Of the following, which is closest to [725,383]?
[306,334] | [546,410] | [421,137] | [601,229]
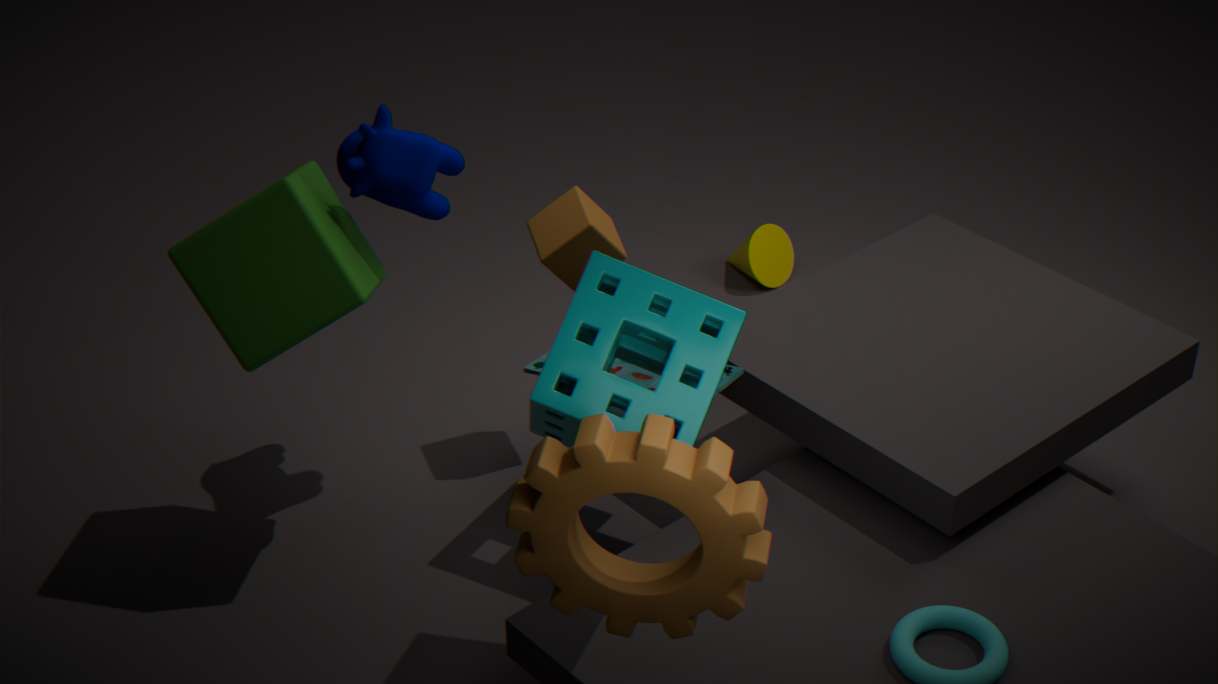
[601,229]
